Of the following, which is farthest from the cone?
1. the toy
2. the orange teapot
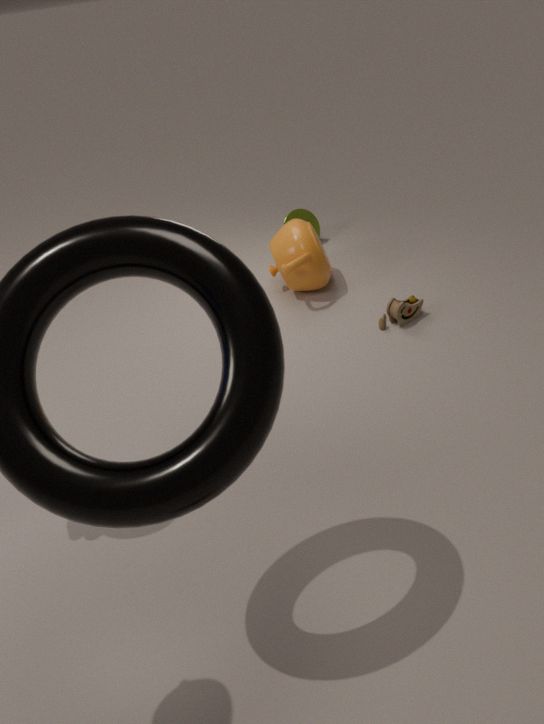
the toy
